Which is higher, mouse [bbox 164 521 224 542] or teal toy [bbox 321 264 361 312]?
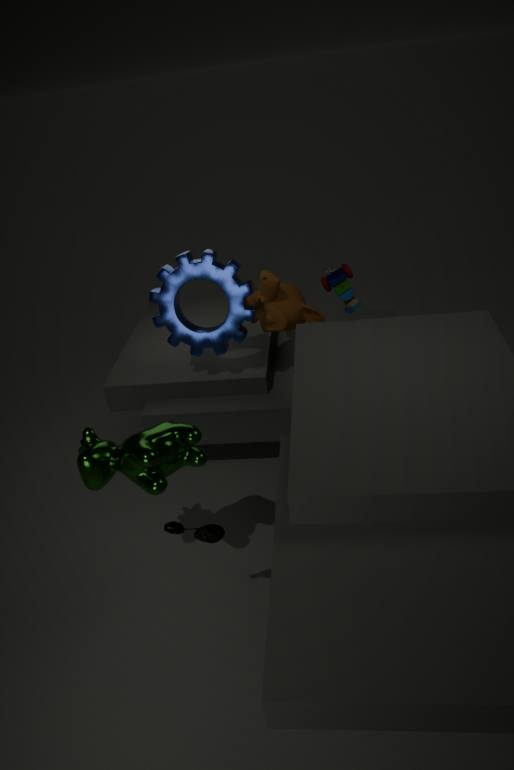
teal toy [bbox 321 264 361 312]
